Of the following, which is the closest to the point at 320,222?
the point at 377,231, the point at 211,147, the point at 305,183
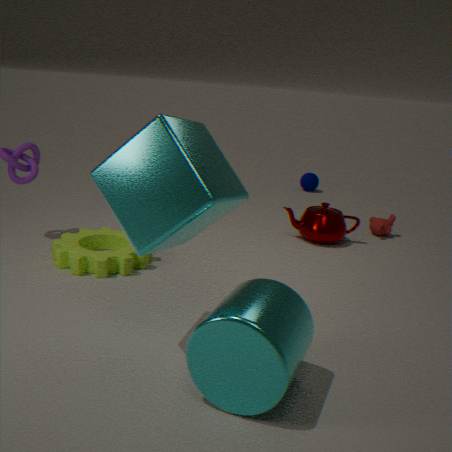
the point at 377,231
